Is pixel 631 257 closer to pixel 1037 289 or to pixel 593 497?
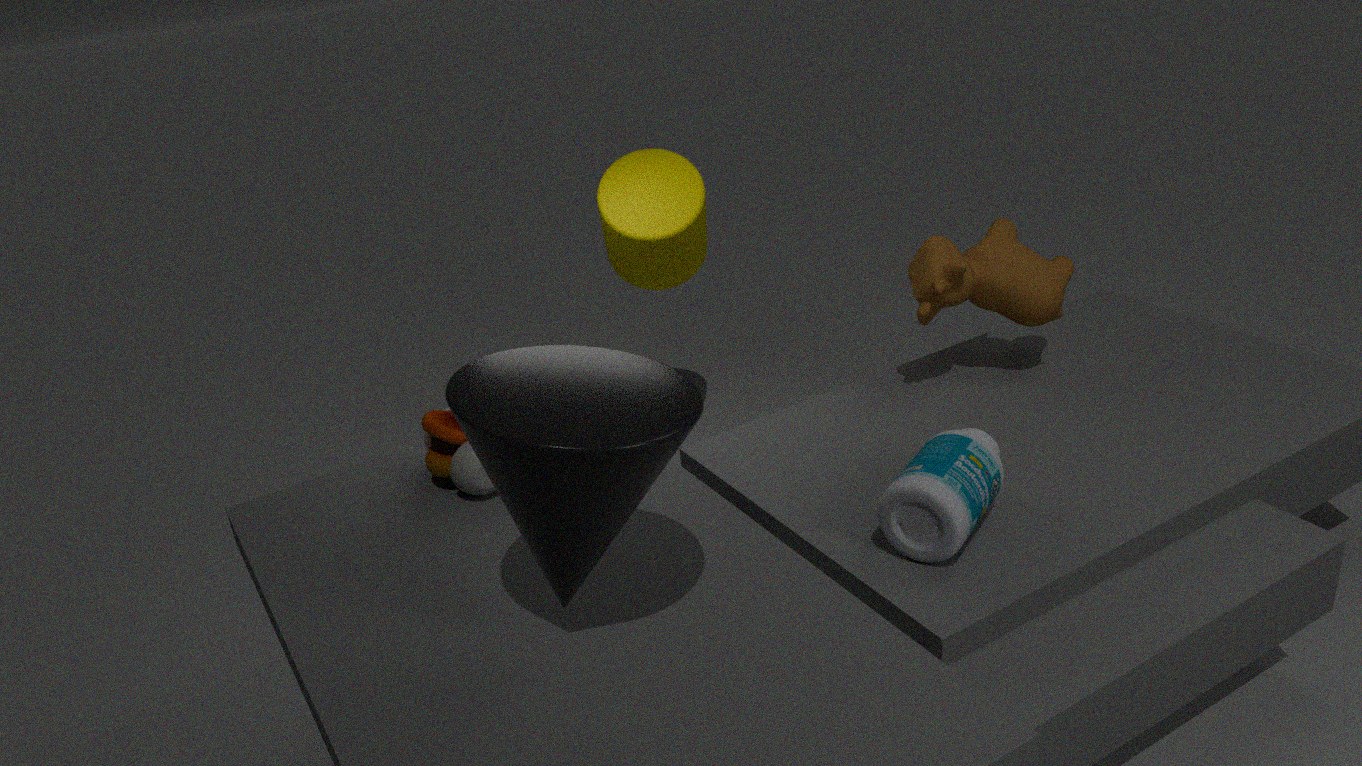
pixel 1037 289
